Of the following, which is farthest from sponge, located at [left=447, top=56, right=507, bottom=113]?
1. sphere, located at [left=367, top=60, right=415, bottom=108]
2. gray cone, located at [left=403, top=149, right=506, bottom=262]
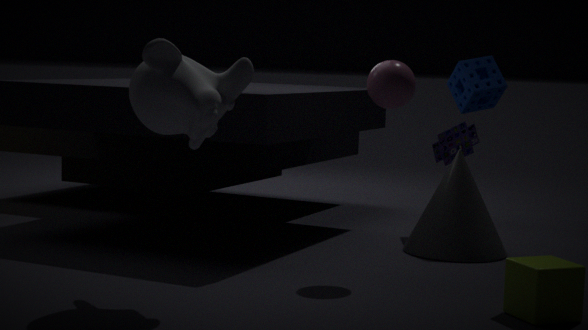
sphere, located at [left=367, top=60, right=415, bottom=108]
